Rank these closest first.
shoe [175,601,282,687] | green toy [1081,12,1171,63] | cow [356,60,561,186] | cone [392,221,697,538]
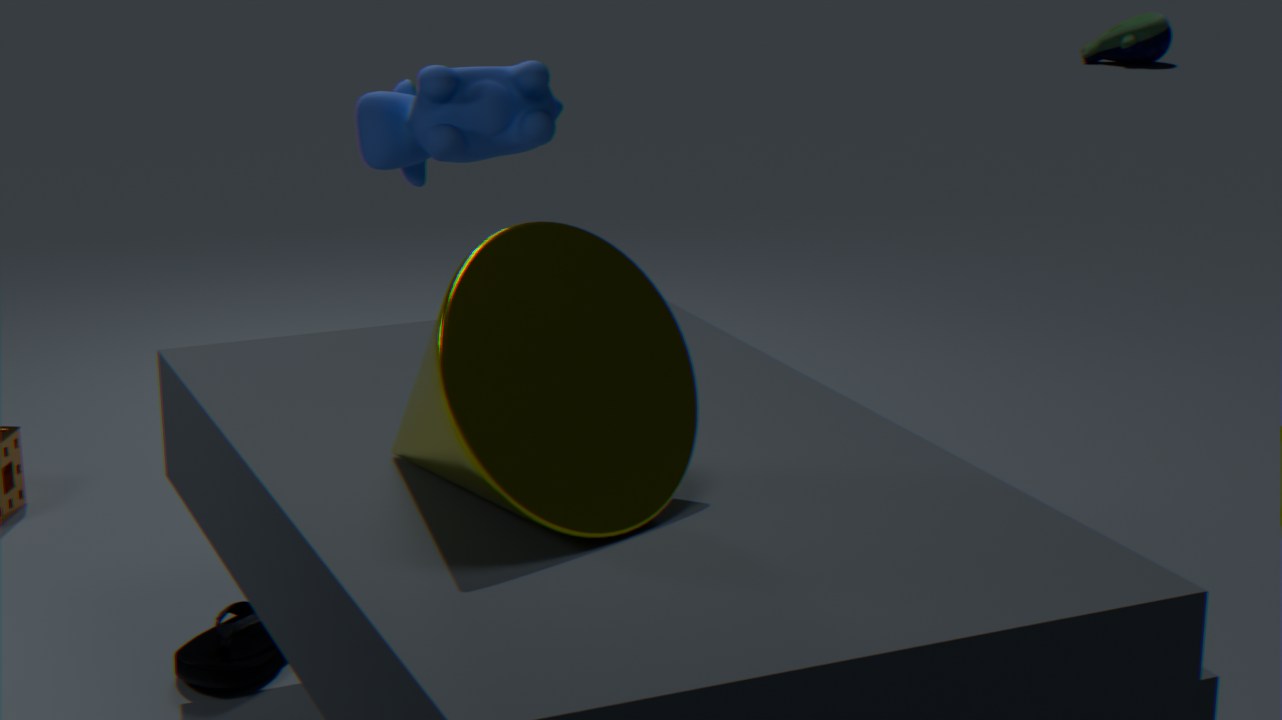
cone [392,221,697,538] < shoe [175,601,282,687] < cow [356,60,561,186] < green toy [1081,12,1171,63]
